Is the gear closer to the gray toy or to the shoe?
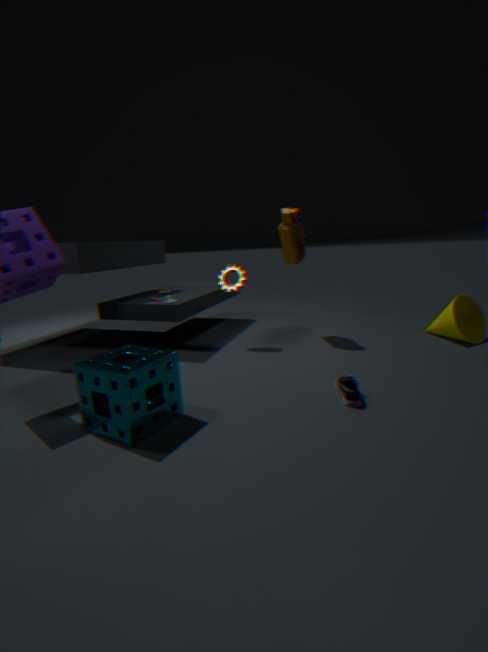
the gray toy
